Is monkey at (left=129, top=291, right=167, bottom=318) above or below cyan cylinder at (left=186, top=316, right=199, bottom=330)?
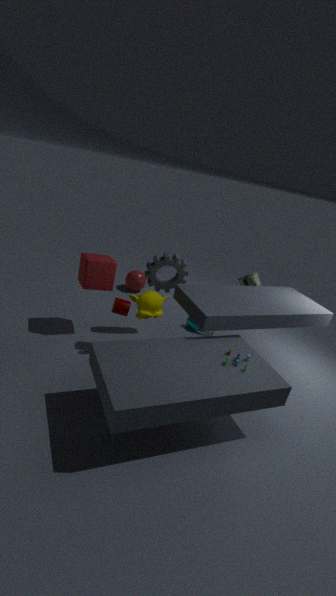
above
